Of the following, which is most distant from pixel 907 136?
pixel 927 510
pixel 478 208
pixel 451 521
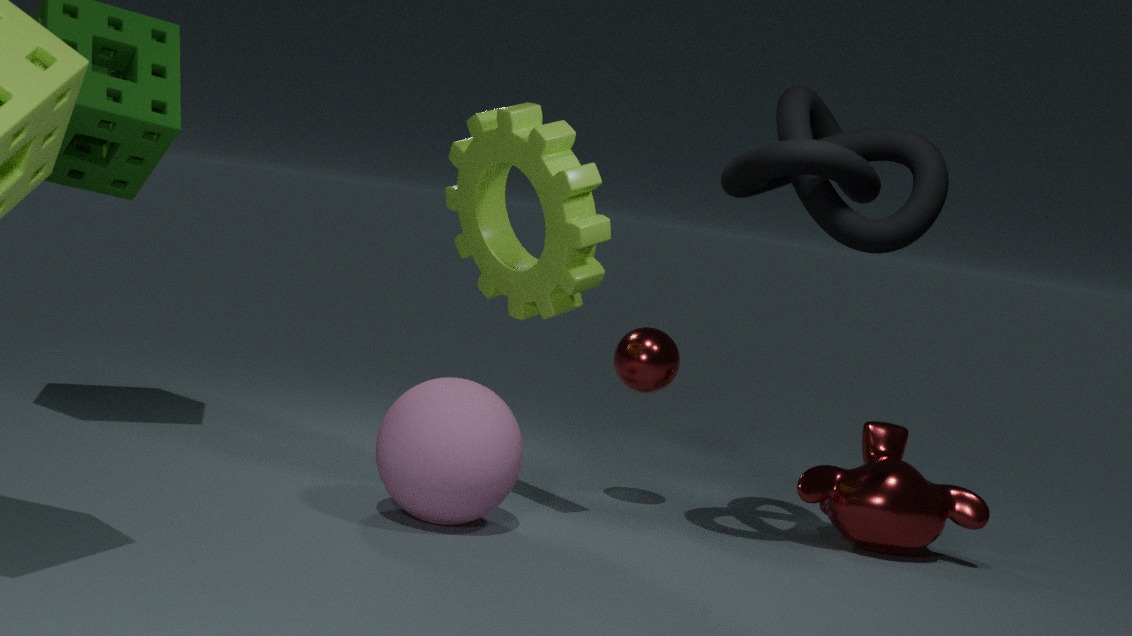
pixel 451 521
